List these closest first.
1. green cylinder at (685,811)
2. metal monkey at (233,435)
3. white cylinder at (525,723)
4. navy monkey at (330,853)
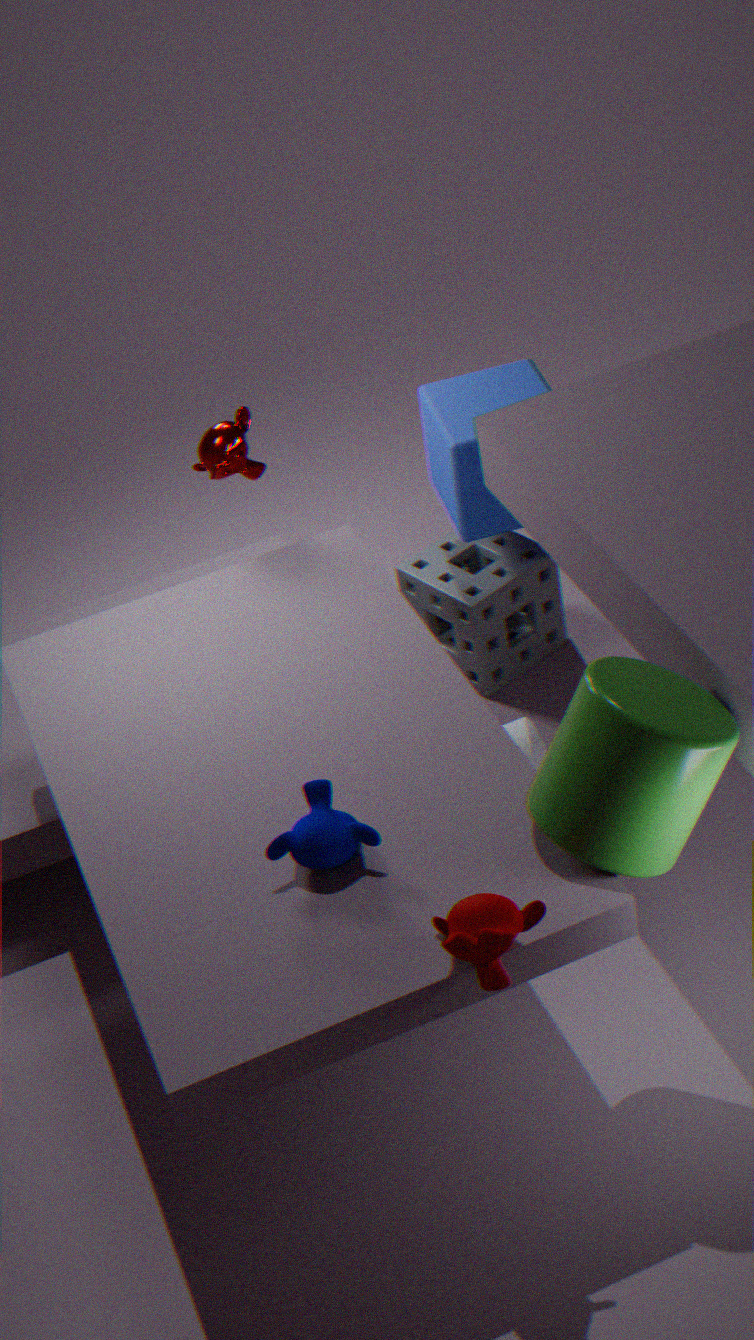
1. green cylinder at (685,811)
2. navy monkey at (330,853)
3. metal monkey at (233,435)
4. white cylinder at (525,723)
